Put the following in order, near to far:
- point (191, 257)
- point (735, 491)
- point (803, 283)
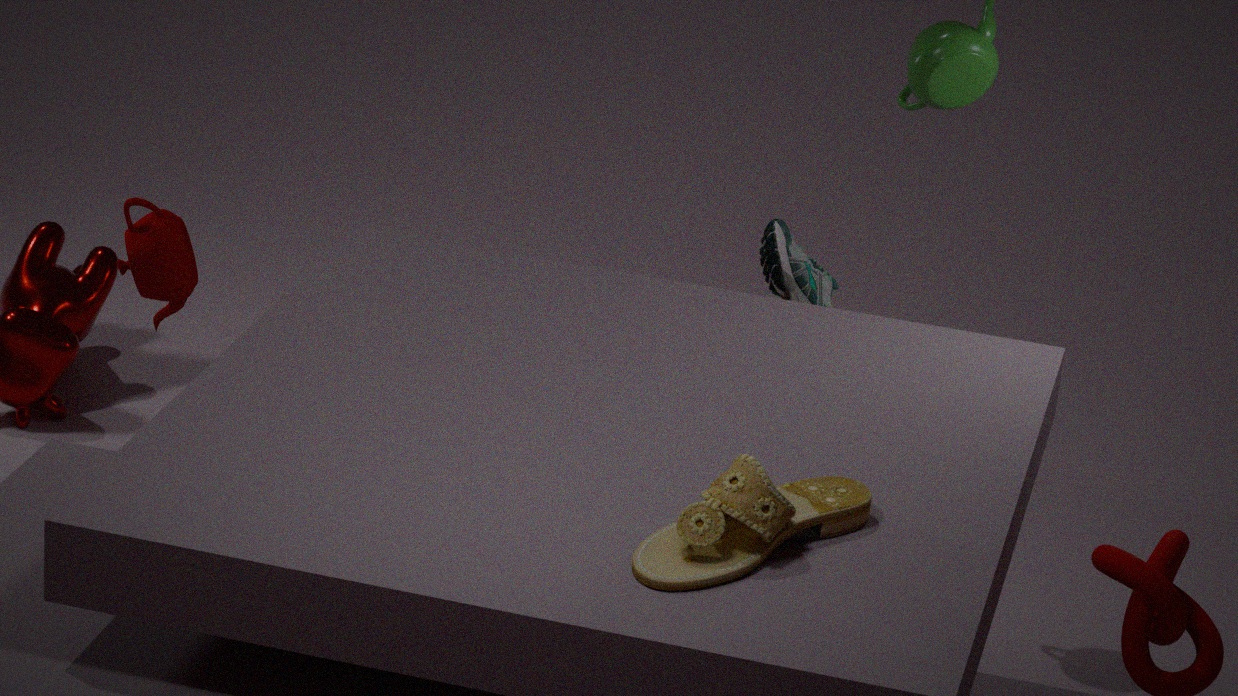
1. point (735, 491)
2. point (191, 257)
3. point (803, 283)
